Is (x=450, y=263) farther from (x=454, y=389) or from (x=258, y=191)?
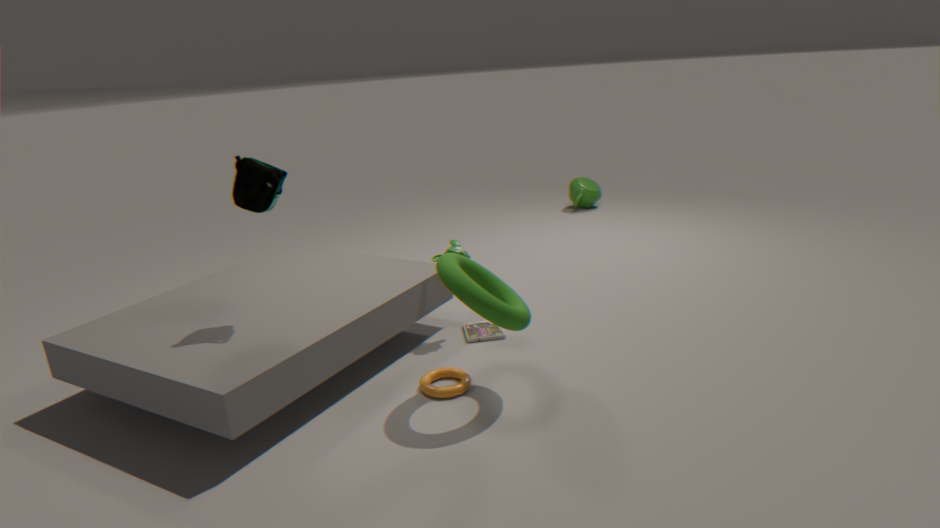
(x=258, y=191)
